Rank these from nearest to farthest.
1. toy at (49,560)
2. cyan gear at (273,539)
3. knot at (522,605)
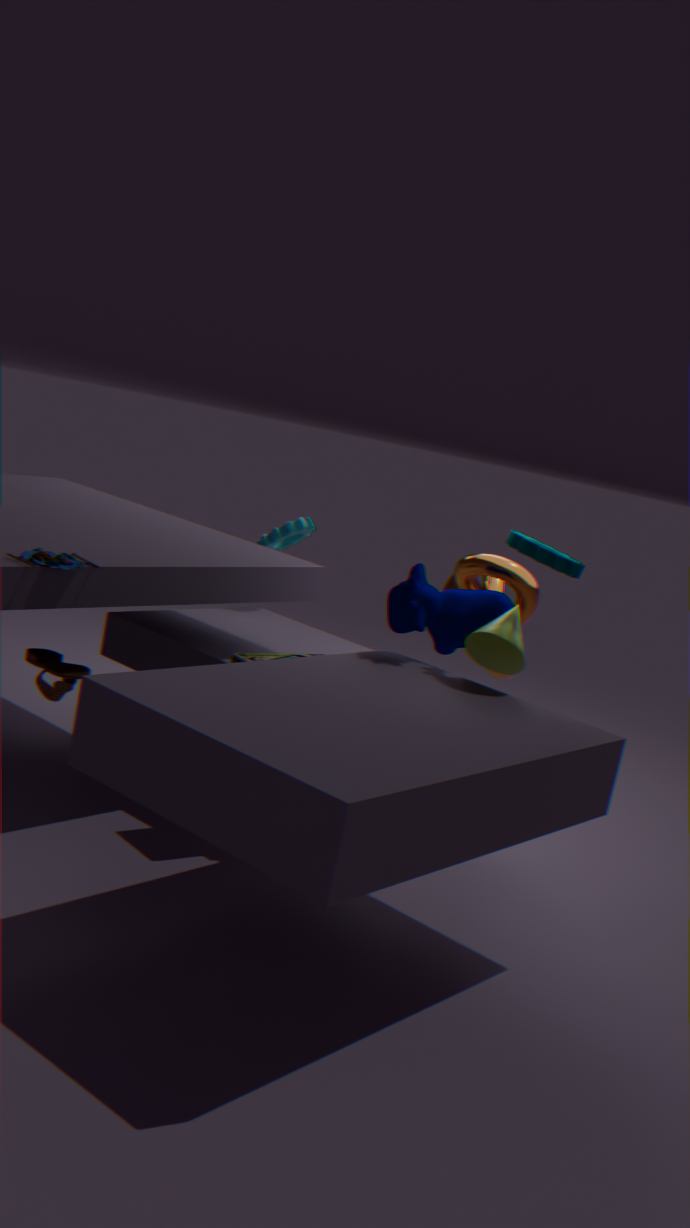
toy at (49,560) < knot at (522,605) < cyan gear at (273,539)
